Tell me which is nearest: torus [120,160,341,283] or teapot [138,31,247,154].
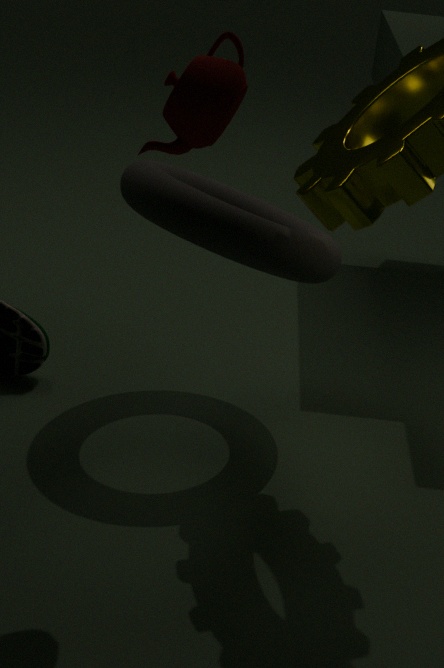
teapot [138,31,247,154]
